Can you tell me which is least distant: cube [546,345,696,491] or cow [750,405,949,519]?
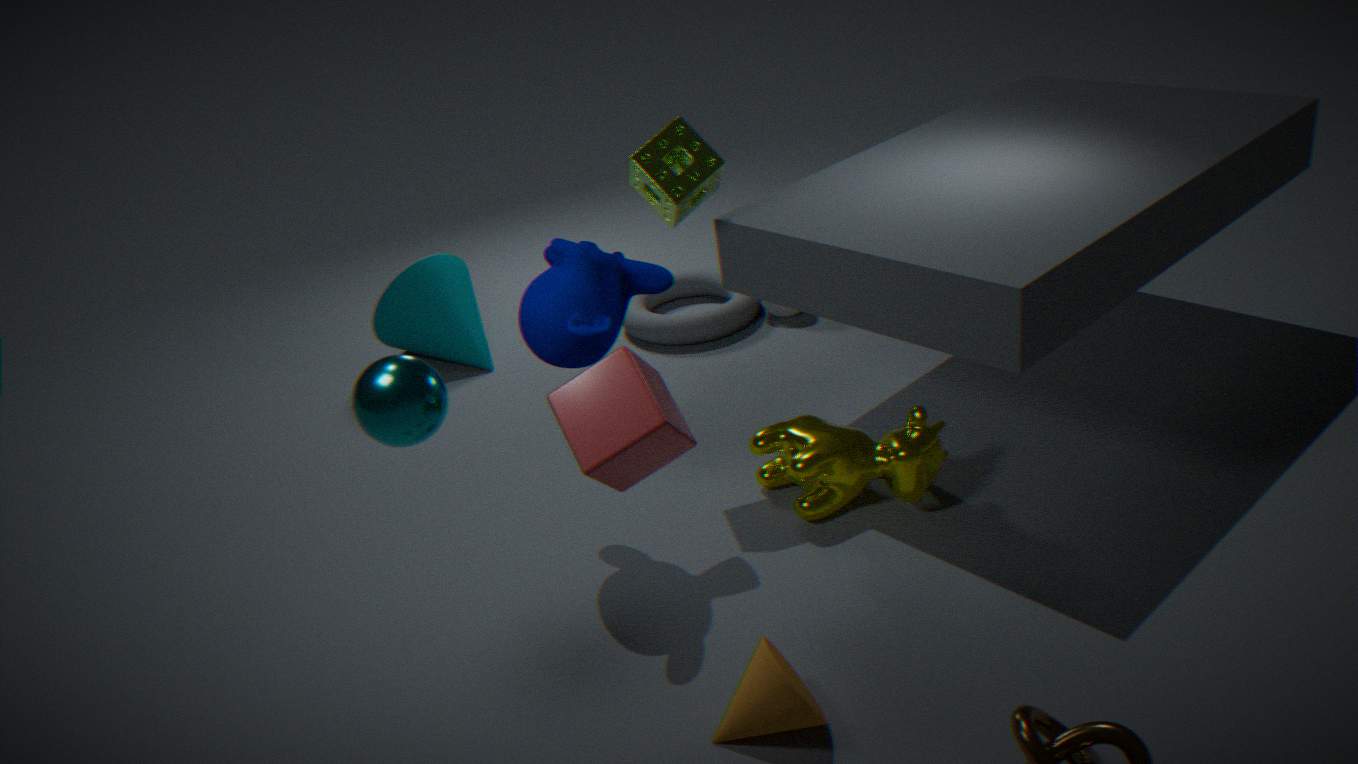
cube [546,345,696,491]
